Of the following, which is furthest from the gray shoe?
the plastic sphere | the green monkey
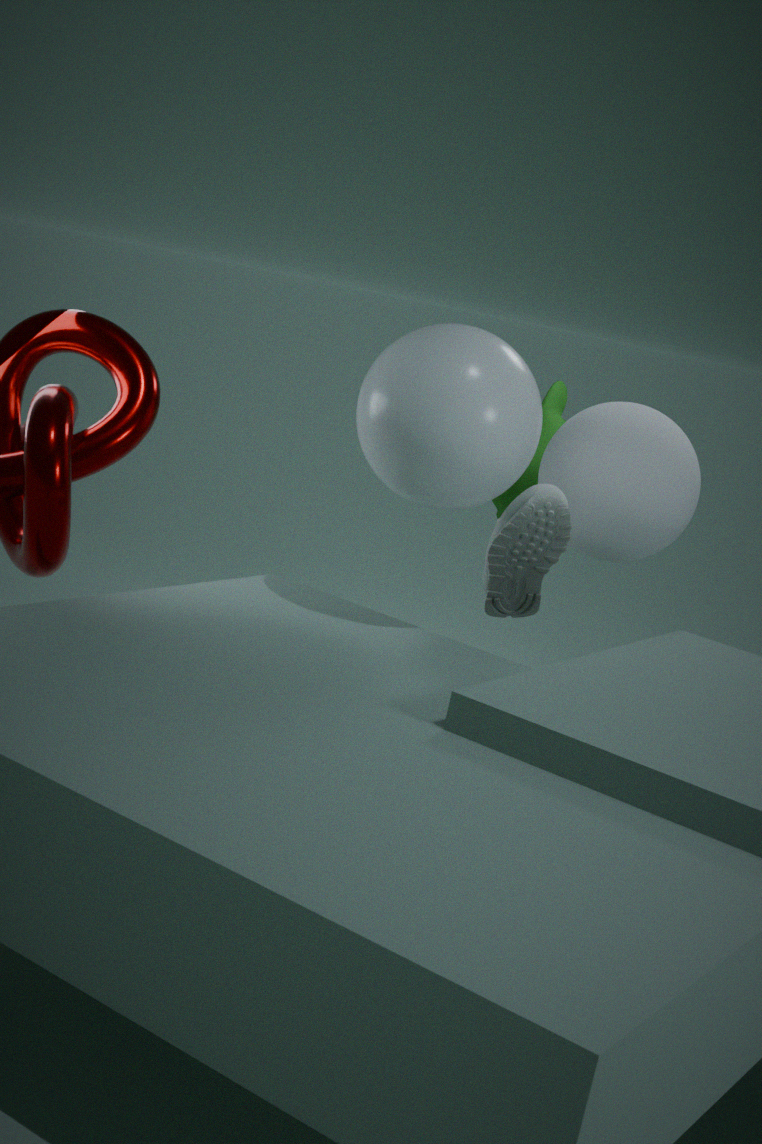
the green monkey
